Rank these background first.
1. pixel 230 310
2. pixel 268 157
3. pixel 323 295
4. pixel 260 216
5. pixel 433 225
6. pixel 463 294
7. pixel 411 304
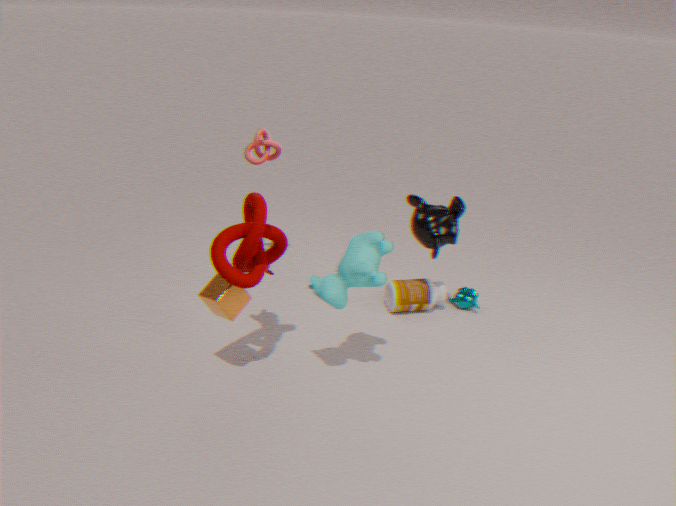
1. pixel 268 157
2. pixel 463 294
3. pixel 411 304
4. pixel 433 225
5. pixel 230 310
6. pixel 323 295
7. pixel 260 216
